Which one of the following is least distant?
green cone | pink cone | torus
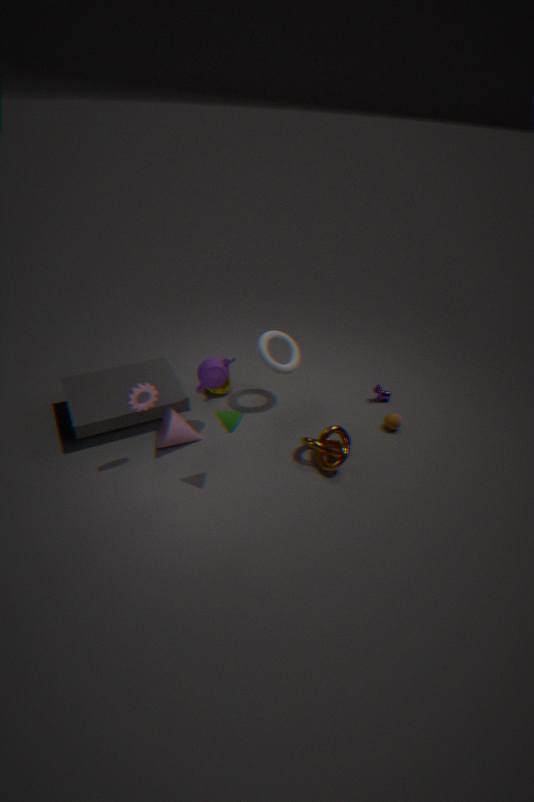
green cone
